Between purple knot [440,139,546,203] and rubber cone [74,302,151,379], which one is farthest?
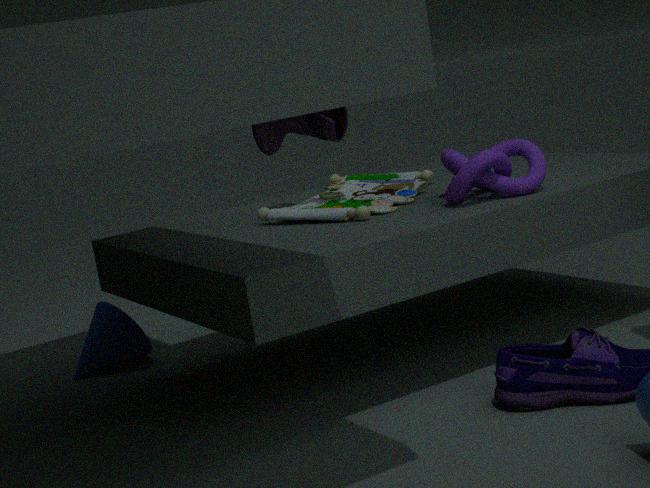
rubber cone [74,302,151,379]
